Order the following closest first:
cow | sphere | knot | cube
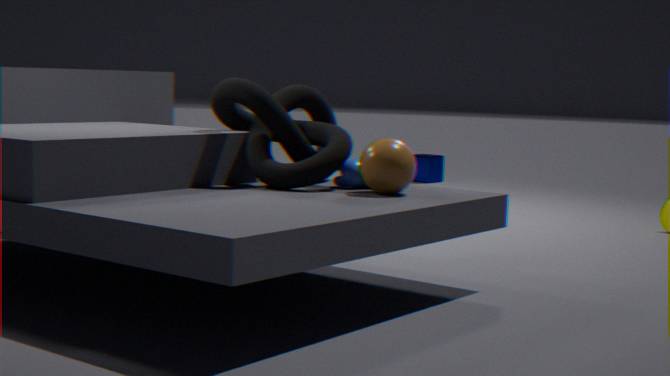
sphere
knot
cow
cube
